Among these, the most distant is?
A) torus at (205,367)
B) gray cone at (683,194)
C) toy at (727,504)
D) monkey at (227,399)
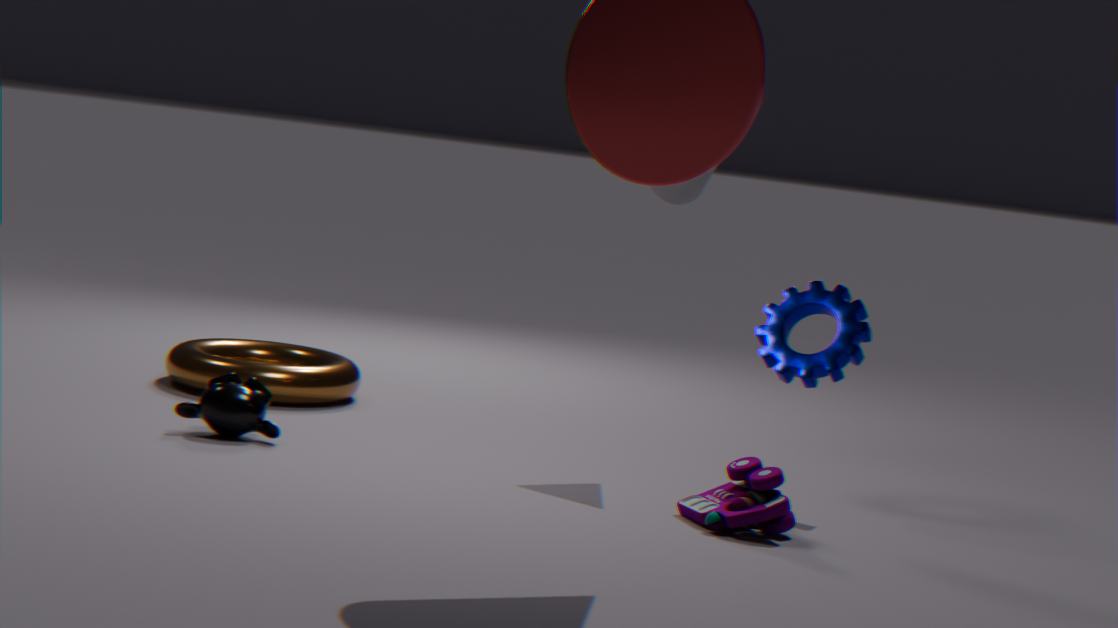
torus at (205,367)
